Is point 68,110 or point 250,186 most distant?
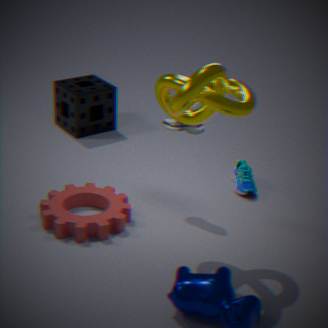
point 68,110
